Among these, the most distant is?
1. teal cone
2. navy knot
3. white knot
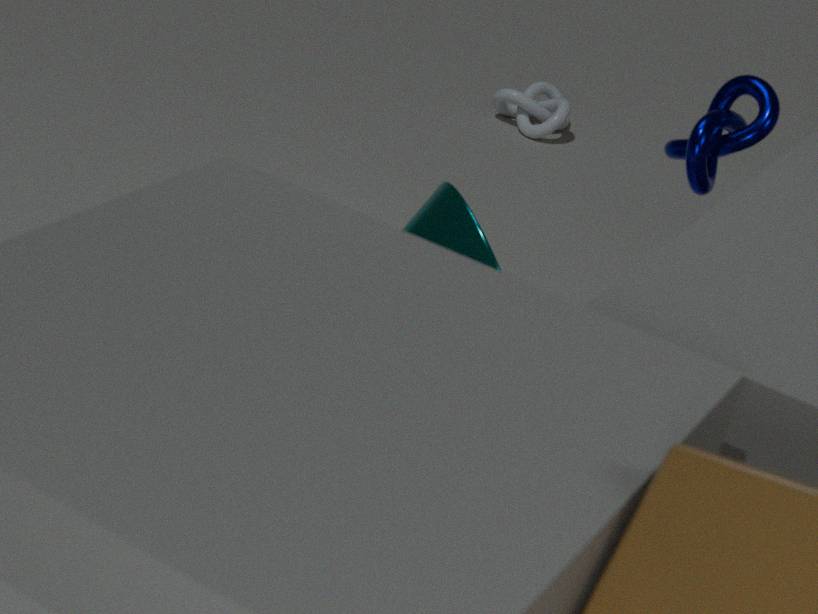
white knot
